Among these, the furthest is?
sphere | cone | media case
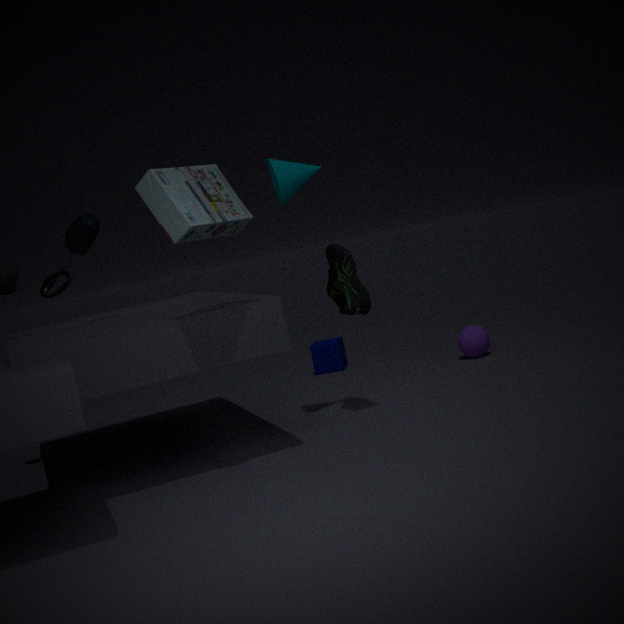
sphere
